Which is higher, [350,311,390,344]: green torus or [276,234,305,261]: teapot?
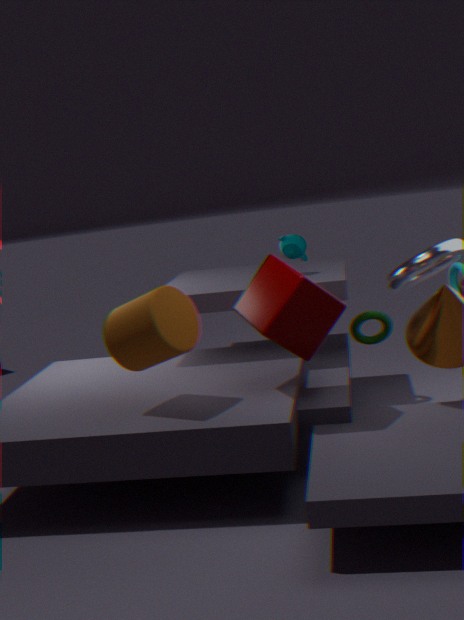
A: [276,234,305,261]: teapot
